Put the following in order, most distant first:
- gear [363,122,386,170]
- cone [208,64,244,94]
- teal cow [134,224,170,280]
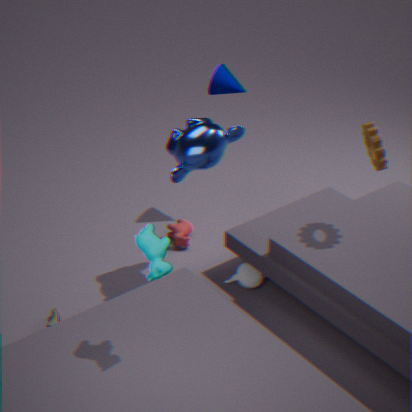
1. cone [208,64,244,94]
2. gear [363,122,386,170]
3. teal cow [134,224,170,280]
